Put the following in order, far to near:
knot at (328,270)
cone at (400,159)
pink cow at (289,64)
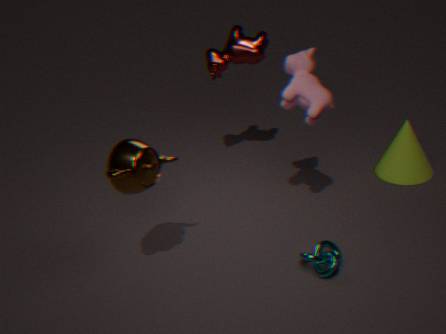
1. cone at (400,159)
2. pink cow at (289,64)
3. knot at (328,270)
